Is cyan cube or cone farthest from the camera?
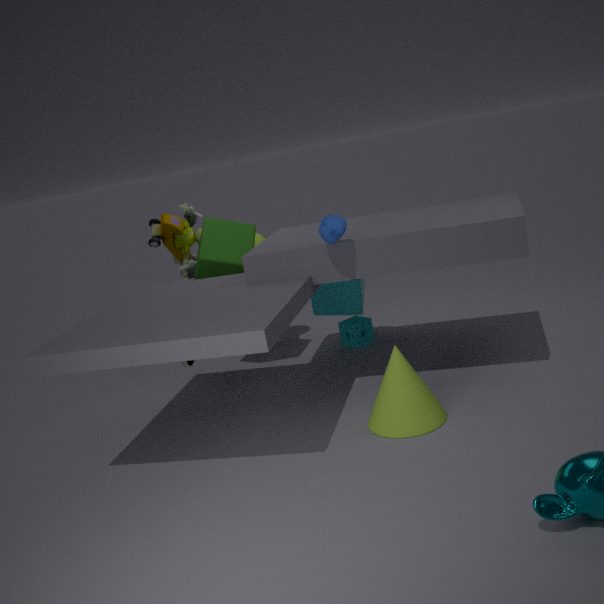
cyan cube
